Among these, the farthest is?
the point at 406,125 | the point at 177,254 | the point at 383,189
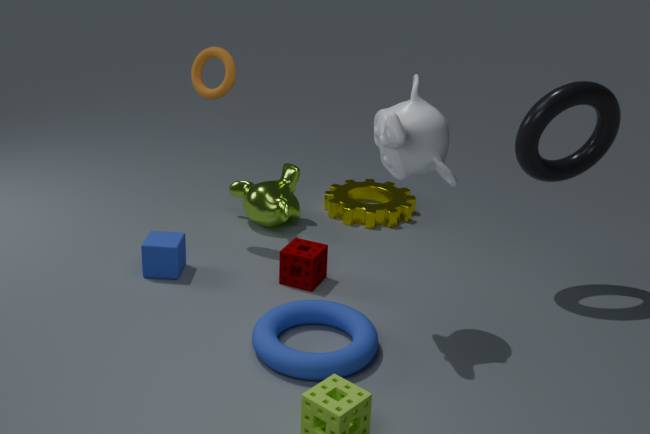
the point at 383,189
